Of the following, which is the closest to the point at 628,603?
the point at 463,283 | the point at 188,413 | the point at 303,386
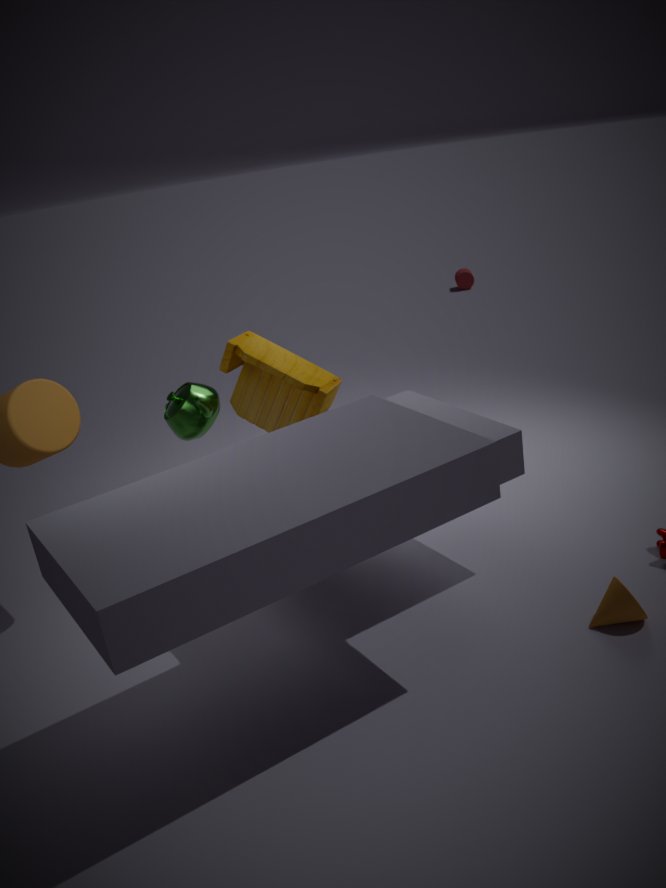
the point at 303,386
